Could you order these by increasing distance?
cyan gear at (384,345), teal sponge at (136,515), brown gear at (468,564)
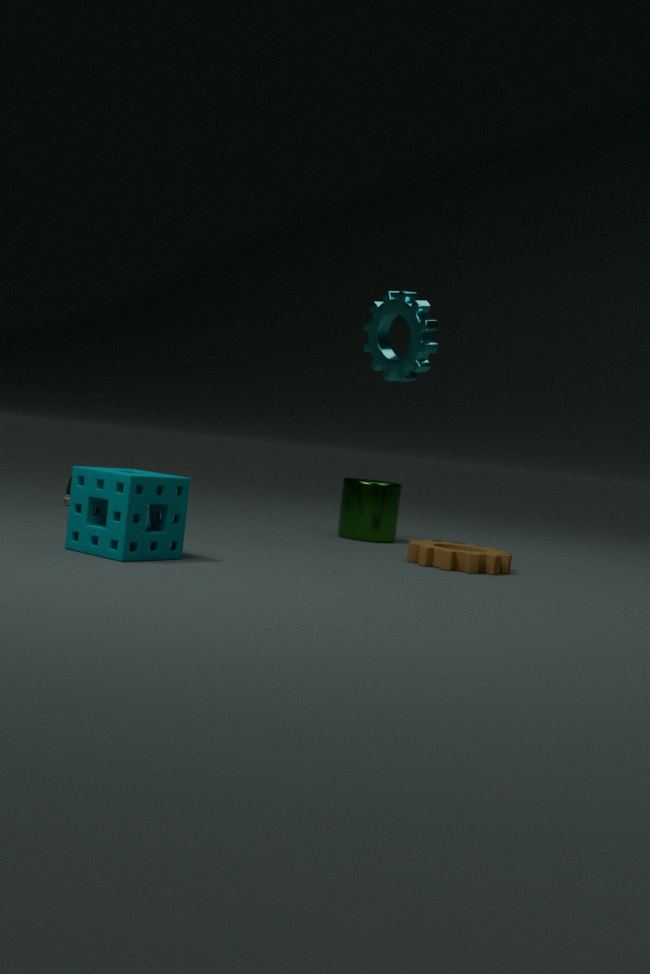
teal sponge at (136,515)
brown gear at (468,564)
cyan gear at (384,345)
